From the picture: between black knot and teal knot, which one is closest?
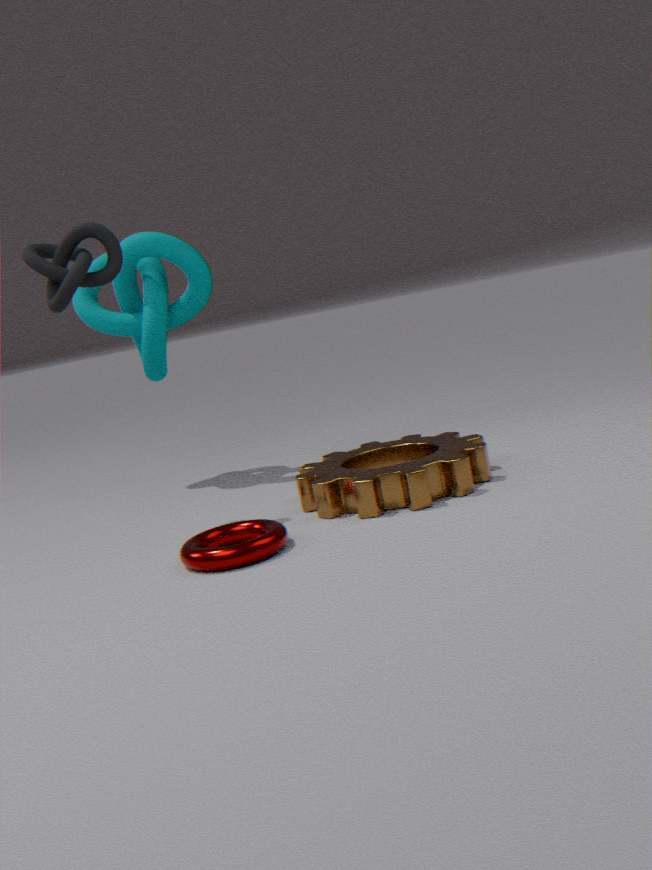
black knot
